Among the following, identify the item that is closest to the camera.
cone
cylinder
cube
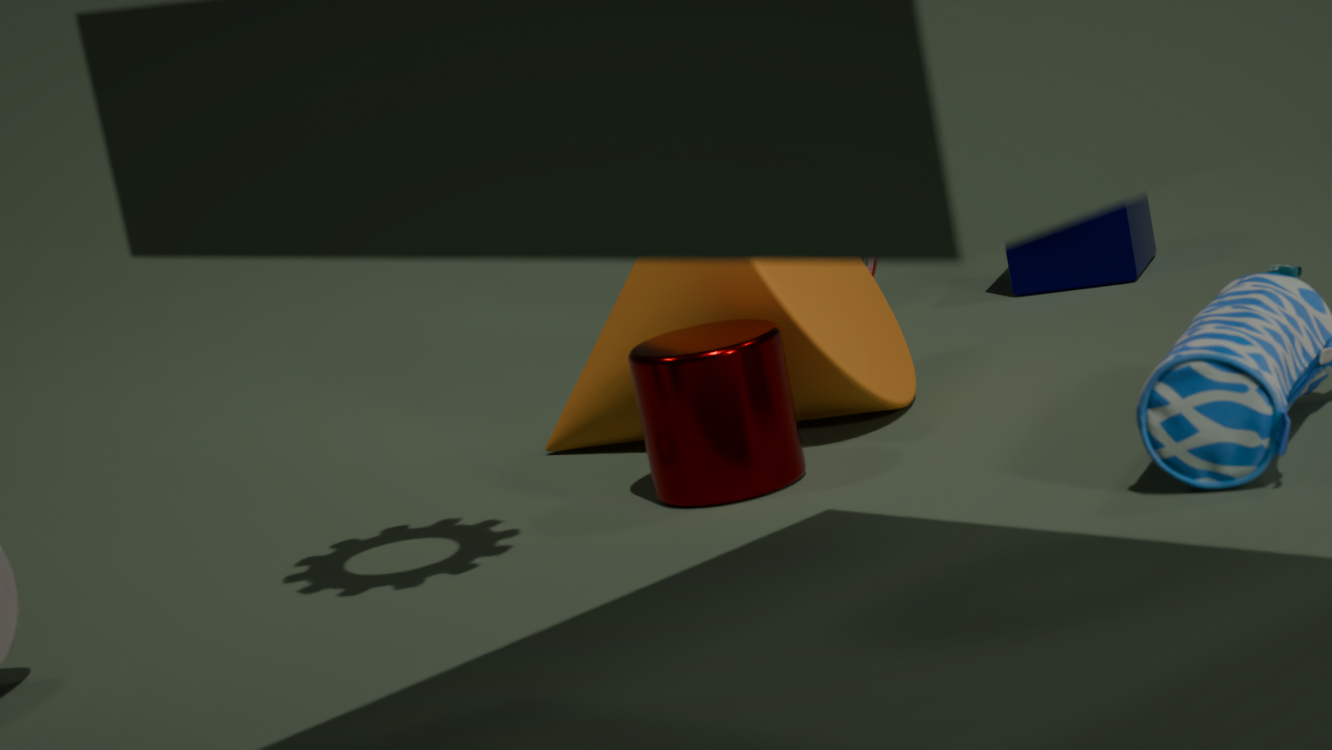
cylinder
